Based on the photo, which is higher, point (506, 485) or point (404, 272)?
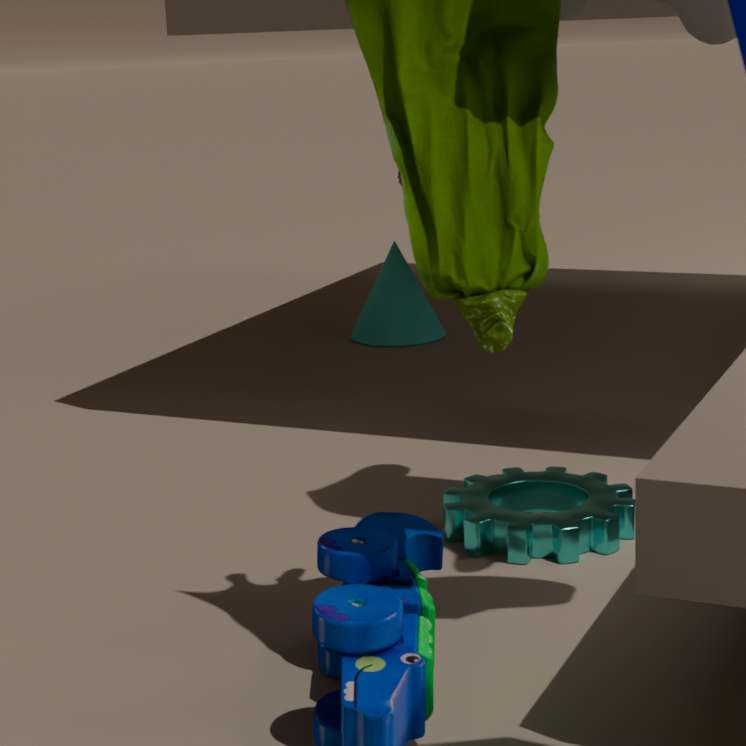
point (404, 272)
